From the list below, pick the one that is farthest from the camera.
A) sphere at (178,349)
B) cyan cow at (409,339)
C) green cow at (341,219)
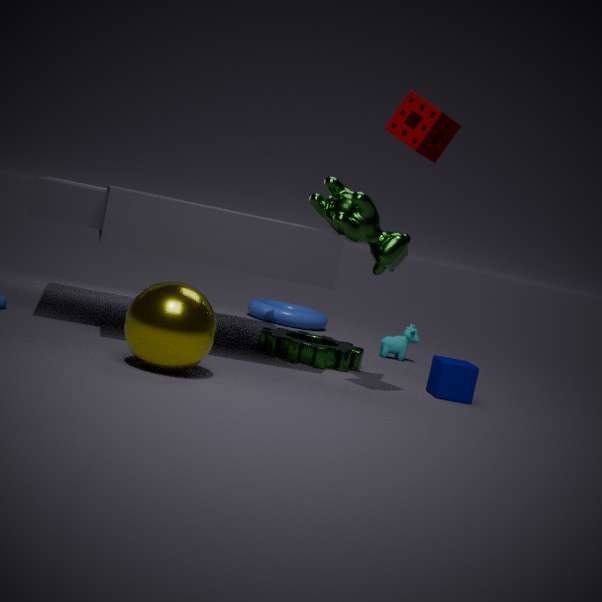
cyan cow at (409,339)
